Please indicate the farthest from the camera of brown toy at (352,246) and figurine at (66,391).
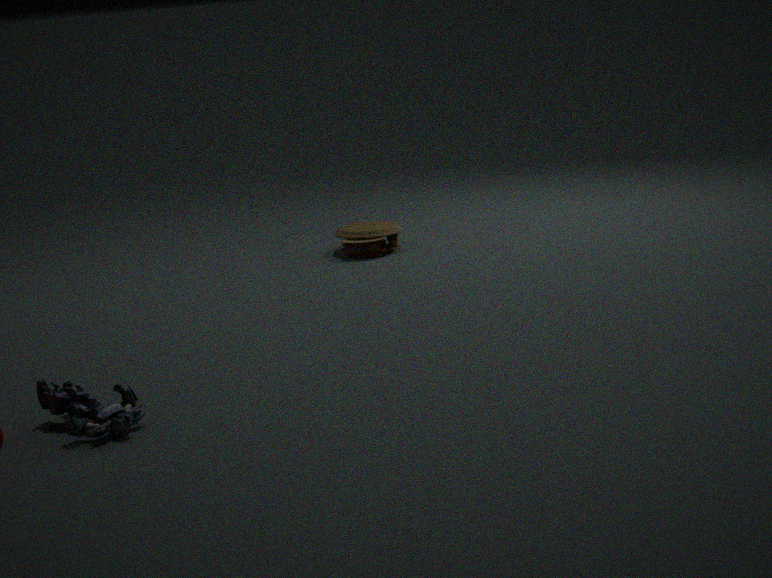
brown toy at (352,246)
